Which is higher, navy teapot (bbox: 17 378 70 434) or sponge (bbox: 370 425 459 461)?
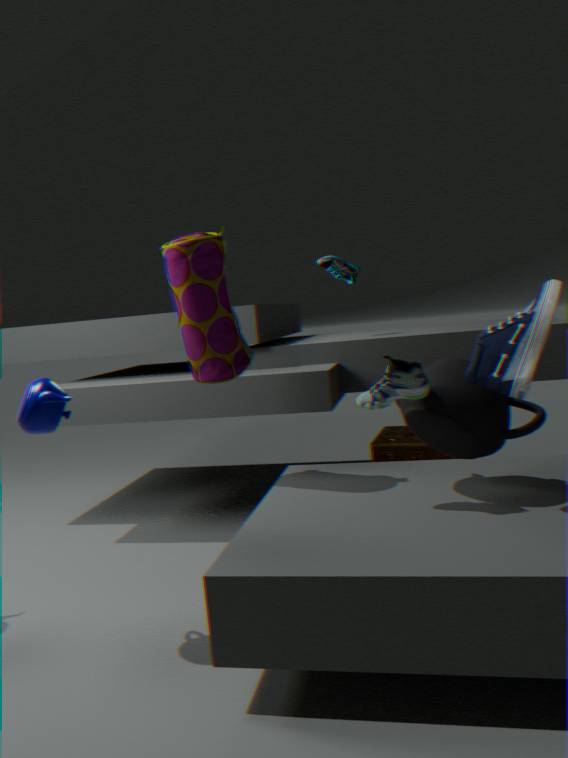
navy teapot (bbox: 17 378 70 434)
